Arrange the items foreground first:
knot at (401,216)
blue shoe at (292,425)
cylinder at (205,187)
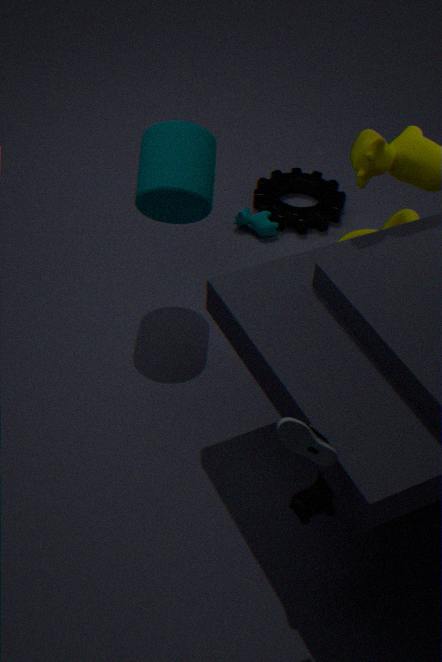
blue shoe at (292,425), cylinder at (205,187), knot at (401,216)
